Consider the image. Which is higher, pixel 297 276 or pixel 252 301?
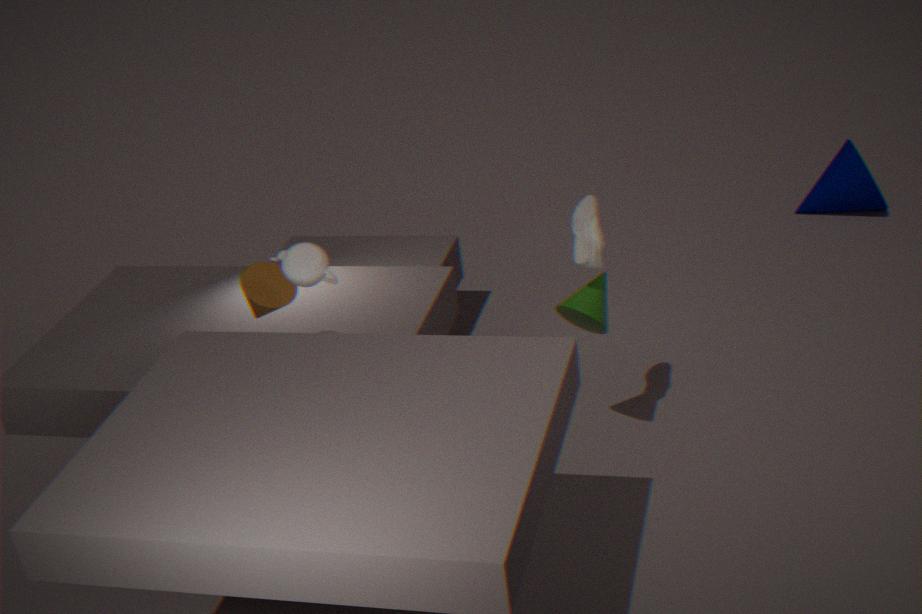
pixel 297 276
